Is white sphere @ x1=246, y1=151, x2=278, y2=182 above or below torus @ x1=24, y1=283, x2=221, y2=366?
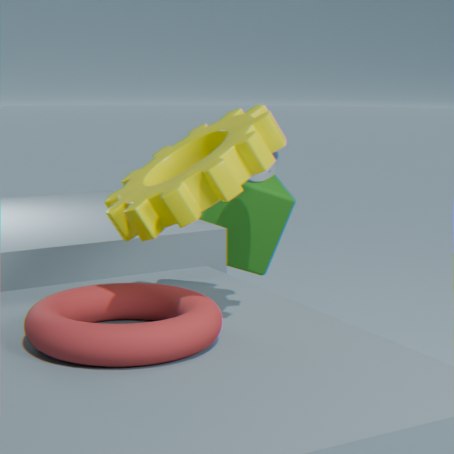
above
